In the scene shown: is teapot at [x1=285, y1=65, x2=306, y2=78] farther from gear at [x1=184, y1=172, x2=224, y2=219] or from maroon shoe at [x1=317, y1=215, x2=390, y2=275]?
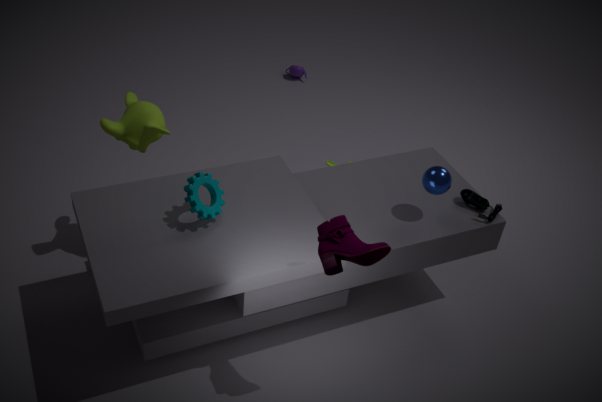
maroon shoe at [x1=317, y1=215, x2=390, y2=275]
